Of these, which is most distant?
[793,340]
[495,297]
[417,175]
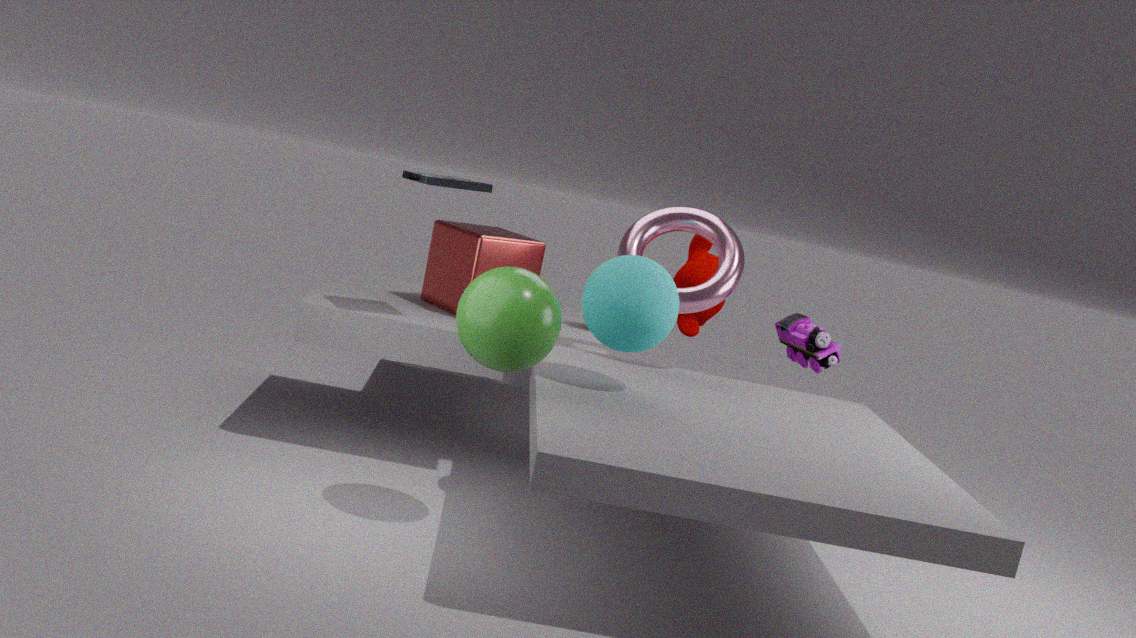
[793,340]
